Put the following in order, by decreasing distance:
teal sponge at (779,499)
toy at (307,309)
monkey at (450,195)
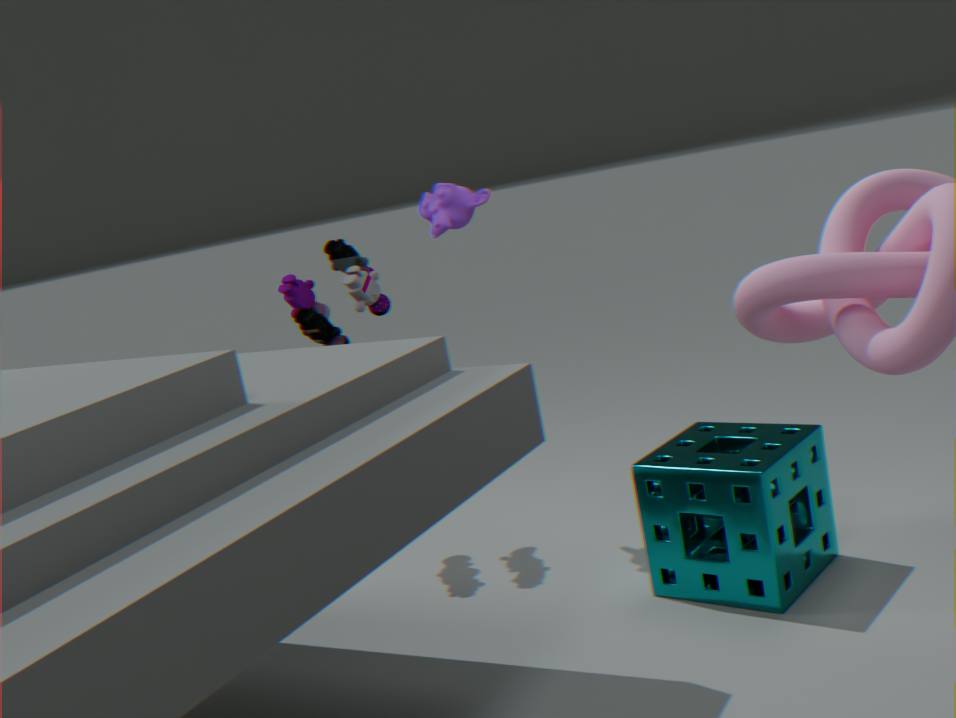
1. toy at (307,309)
2. monkey at (450,195)
3. teal sponge at (779,499)
